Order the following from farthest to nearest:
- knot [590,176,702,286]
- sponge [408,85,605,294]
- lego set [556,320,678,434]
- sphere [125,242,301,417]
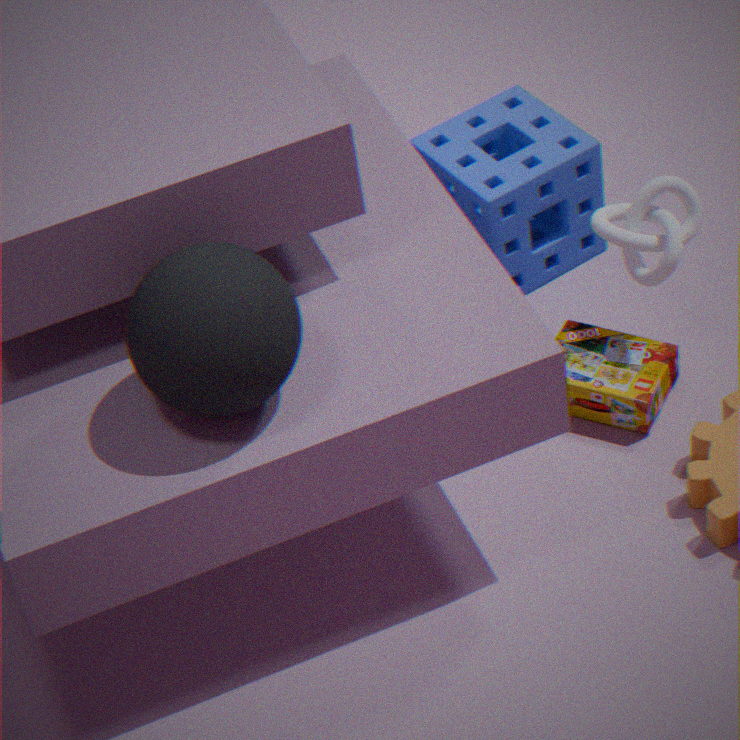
sponge [408,85,605,294] < lego set [556,320,678,434] < knot [590,176,702,286] < sphere [125,242,301,417]
